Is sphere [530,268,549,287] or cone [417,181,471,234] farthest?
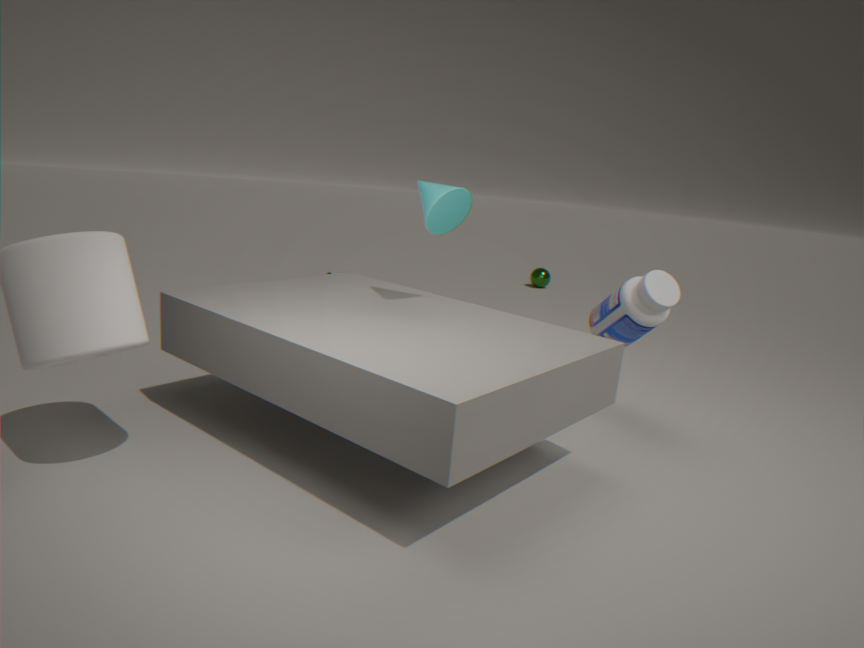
sphere [530,268,549,287]
